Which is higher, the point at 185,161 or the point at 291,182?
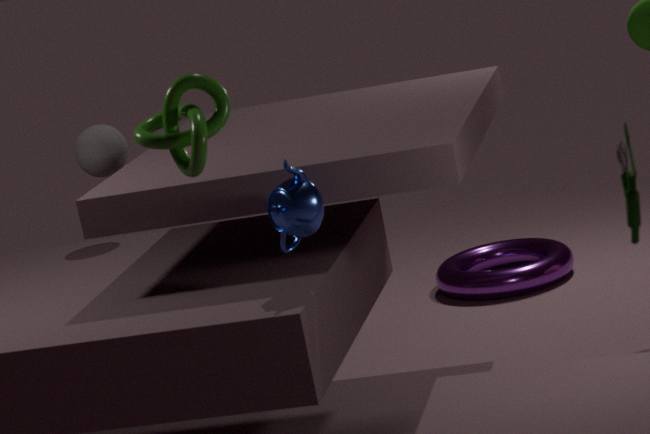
the point at 185,161
